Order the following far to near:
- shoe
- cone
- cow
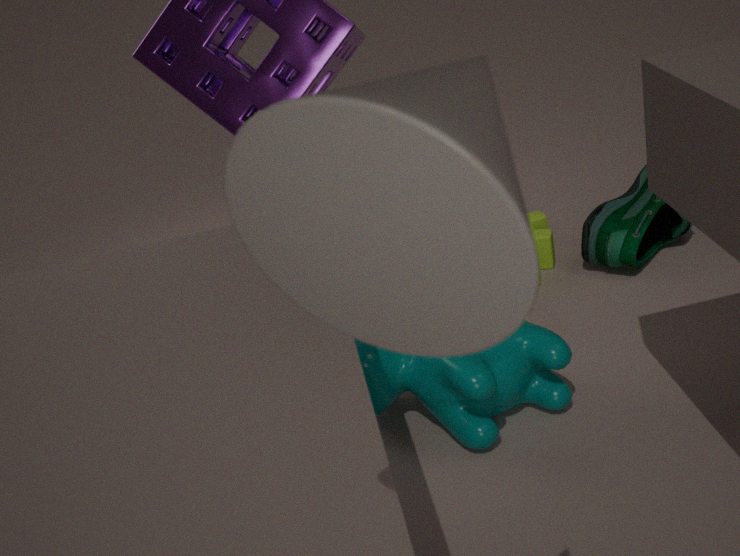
1. shoe
2. cow
3. cone
